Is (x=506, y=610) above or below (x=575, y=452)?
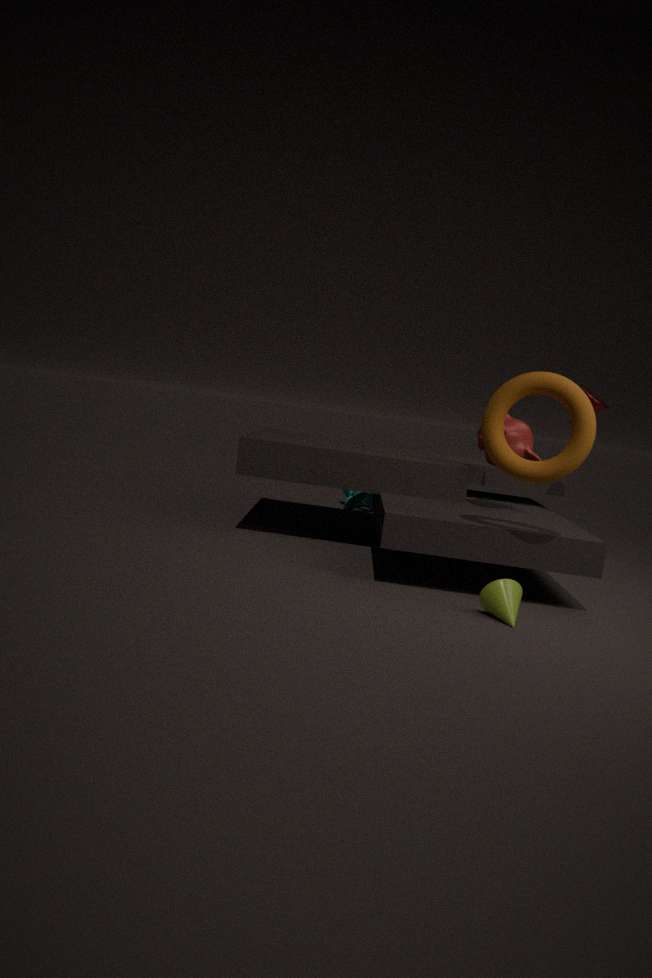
below
